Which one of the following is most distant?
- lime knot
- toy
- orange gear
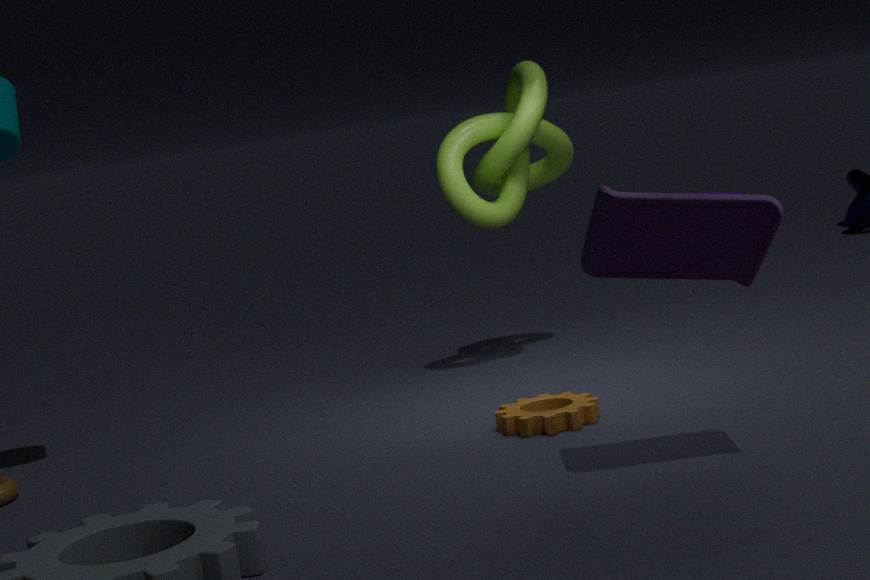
lime knot
